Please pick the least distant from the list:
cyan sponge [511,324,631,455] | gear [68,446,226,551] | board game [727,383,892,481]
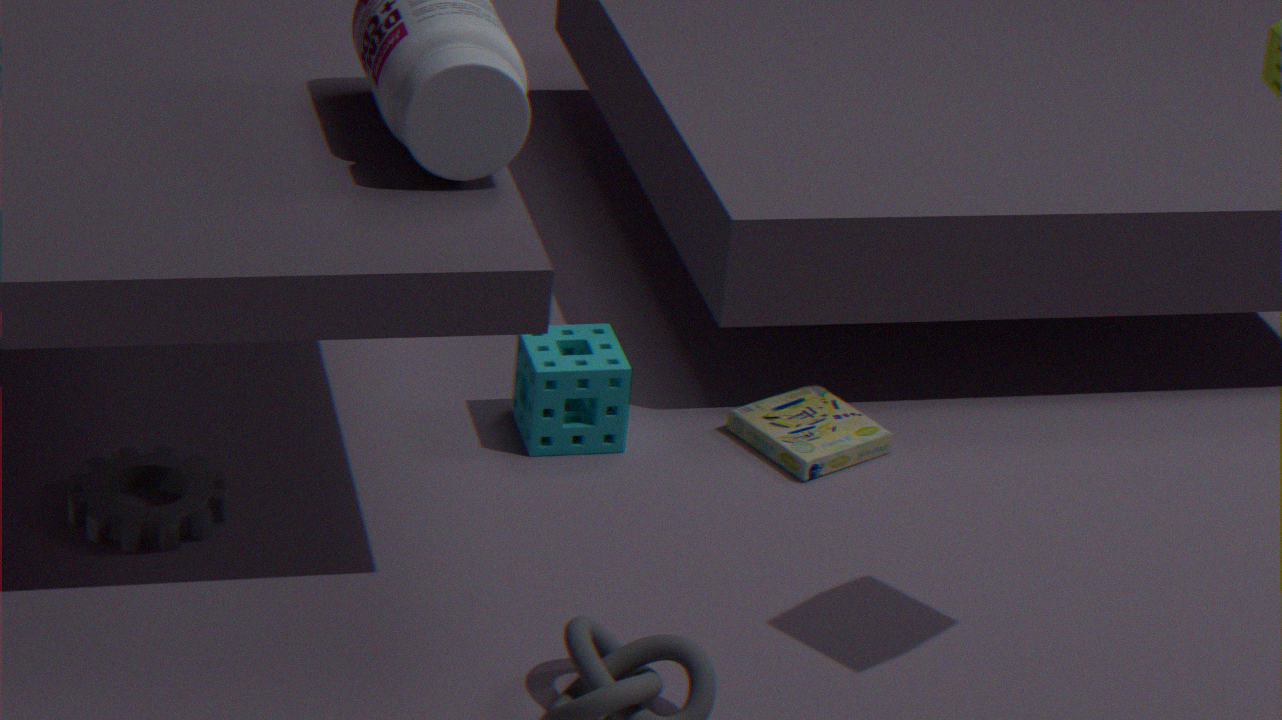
gear [68,446,226,551]
